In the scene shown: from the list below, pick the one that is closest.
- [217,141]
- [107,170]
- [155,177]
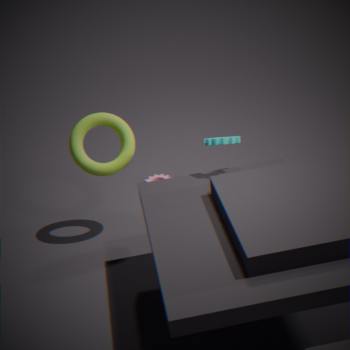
[217,141]
